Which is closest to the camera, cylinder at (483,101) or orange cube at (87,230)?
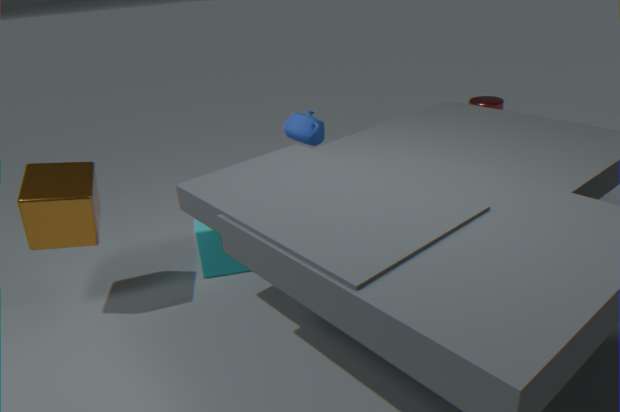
orange cube at (87,230)
